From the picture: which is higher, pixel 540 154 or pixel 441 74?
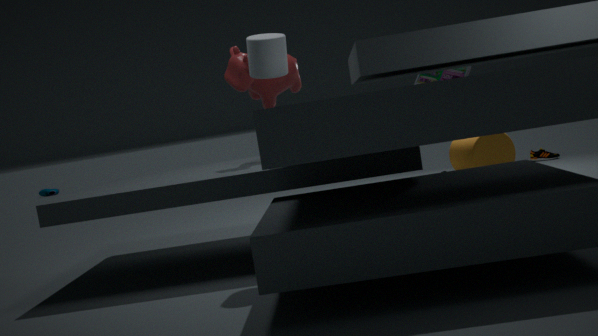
pixel 441 74
